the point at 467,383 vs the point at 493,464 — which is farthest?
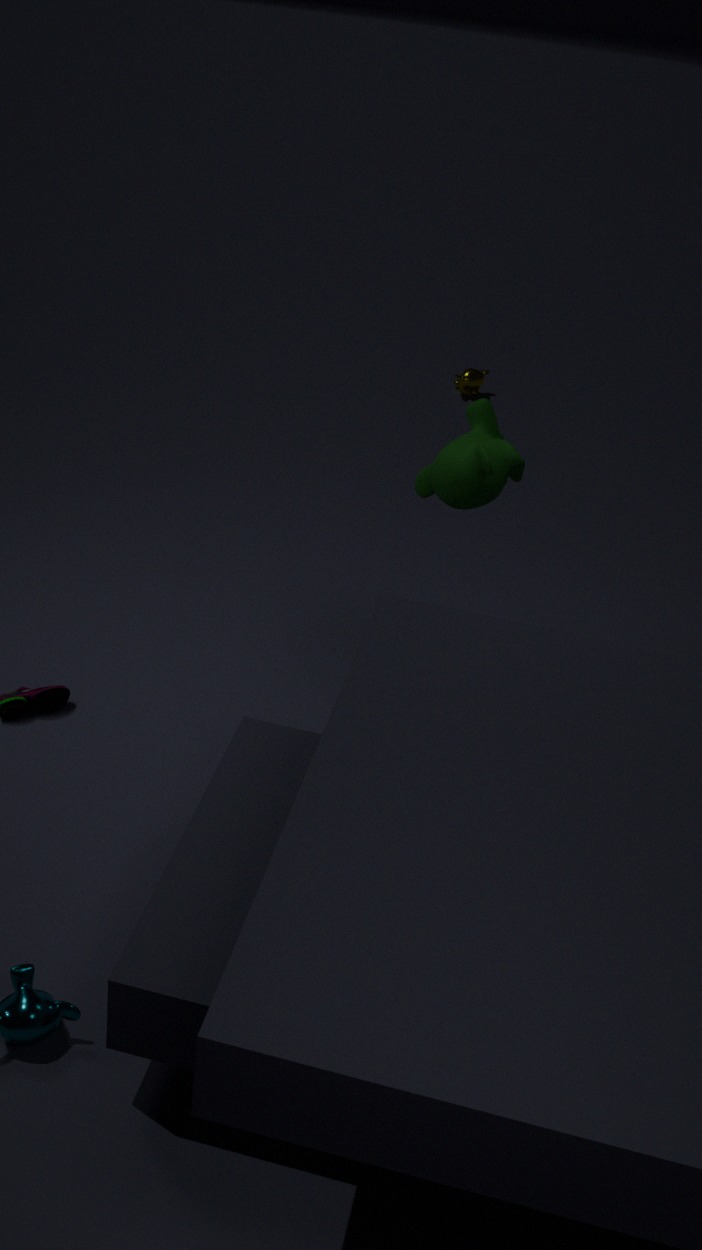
the point at 467,383
